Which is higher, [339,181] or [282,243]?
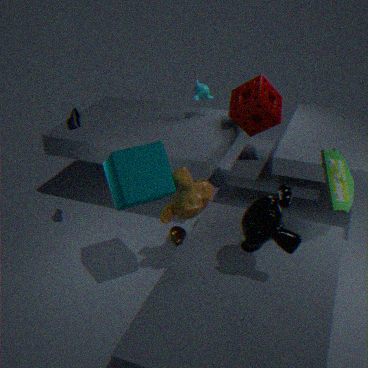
[339,181]
